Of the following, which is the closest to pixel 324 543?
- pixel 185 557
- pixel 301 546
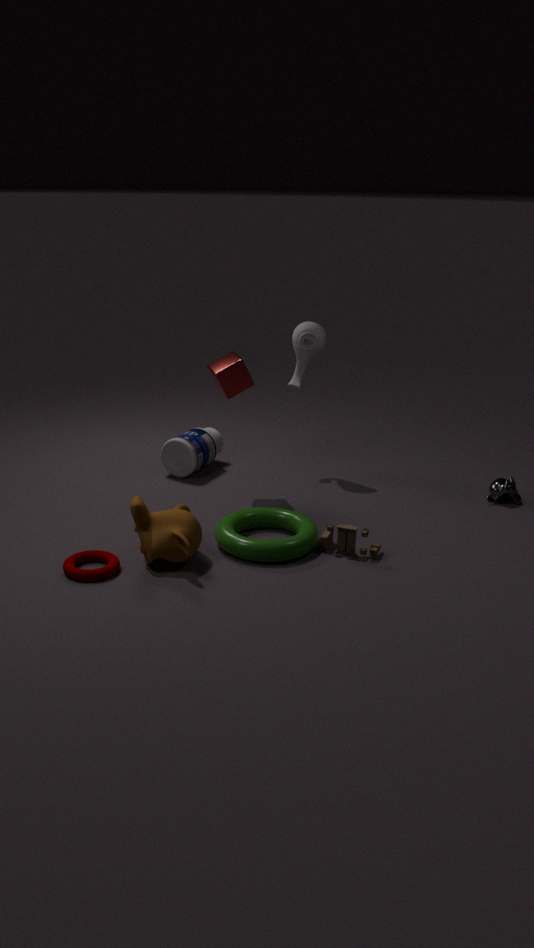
pixel 301 546
